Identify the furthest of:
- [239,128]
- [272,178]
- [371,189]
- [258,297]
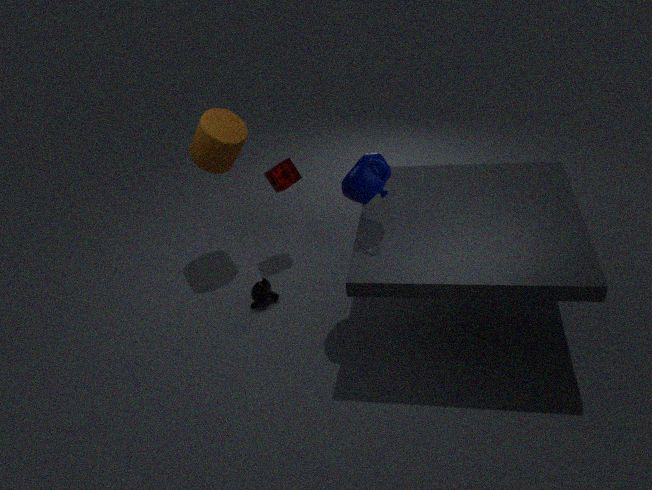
[272,178]
